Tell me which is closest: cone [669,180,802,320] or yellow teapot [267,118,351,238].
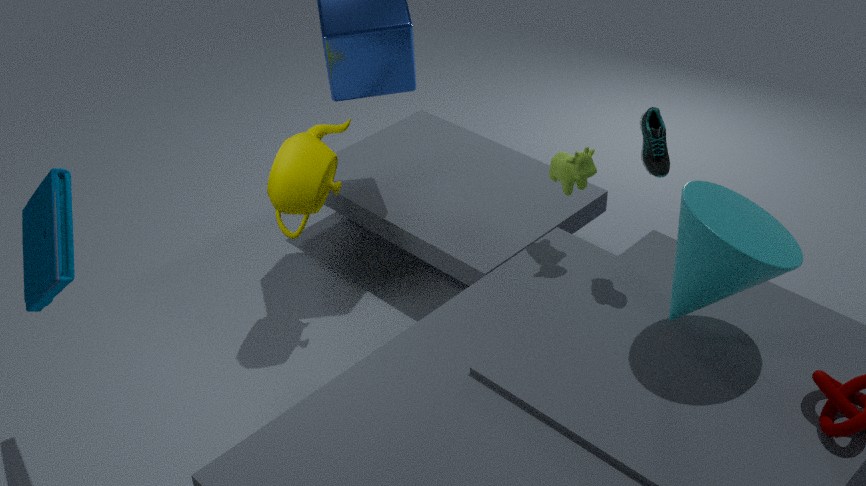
cone [669,180,802,320]
